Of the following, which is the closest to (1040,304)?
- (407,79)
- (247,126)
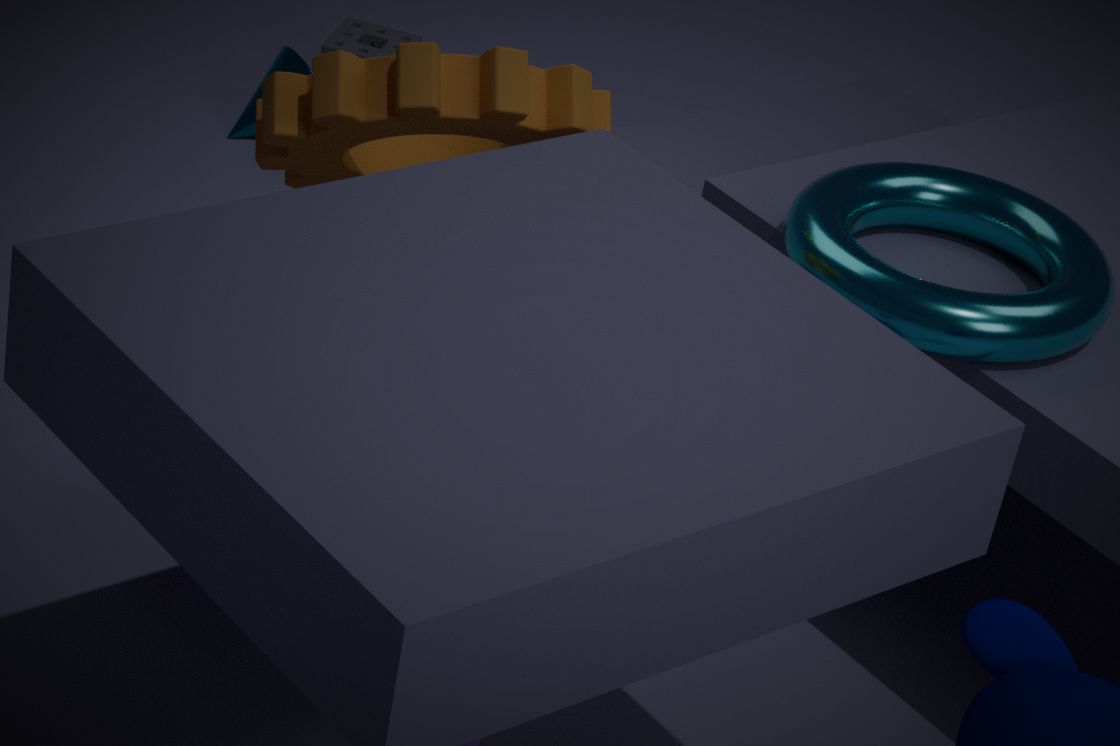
(407,79)
